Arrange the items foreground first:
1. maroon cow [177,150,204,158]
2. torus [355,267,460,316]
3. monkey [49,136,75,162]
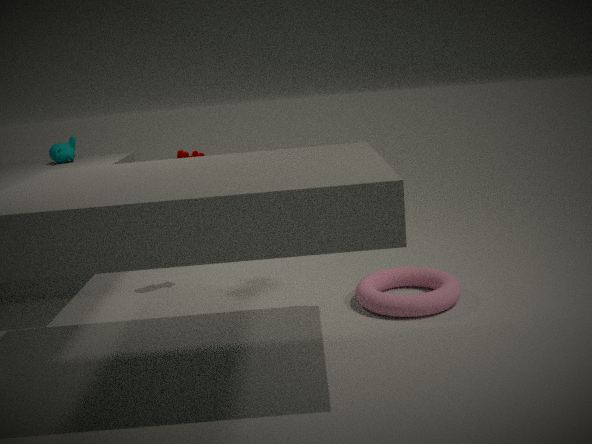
torus [355,267,460,316] < maroon cow [177,150,204,158] < monkey [49,136,75,162]
